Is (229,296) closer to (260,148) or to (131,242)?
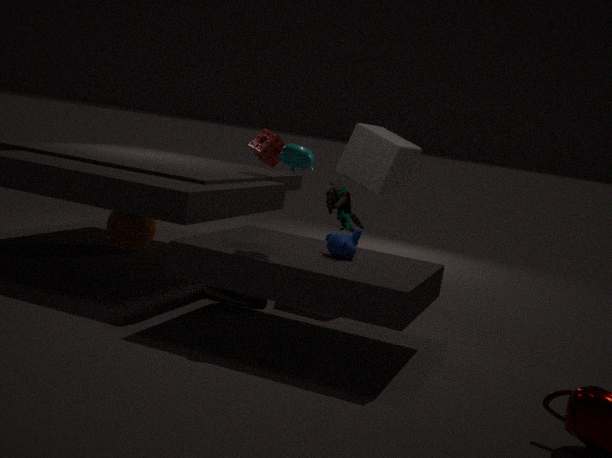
(260,148)
